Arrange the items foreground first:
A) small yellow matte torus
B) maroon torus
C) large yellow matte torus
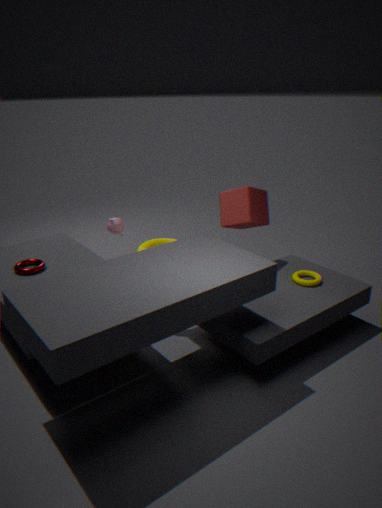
maroon torus
small yellow matte torus
large yellow matte torus
